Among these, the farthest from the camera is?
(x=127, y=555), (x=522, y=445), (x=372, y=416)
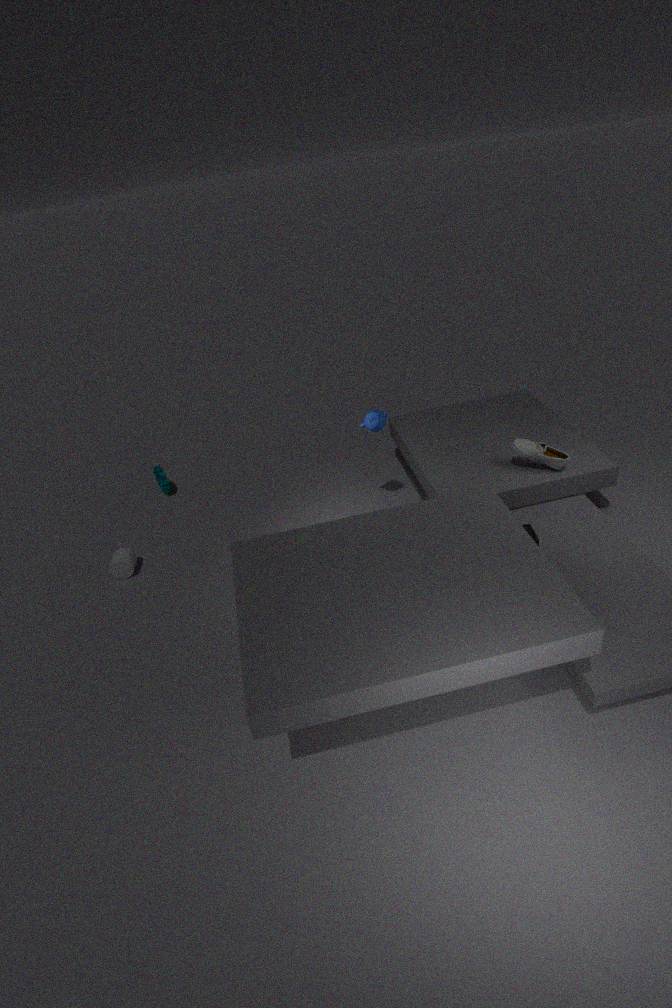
(x=127, y=555)
